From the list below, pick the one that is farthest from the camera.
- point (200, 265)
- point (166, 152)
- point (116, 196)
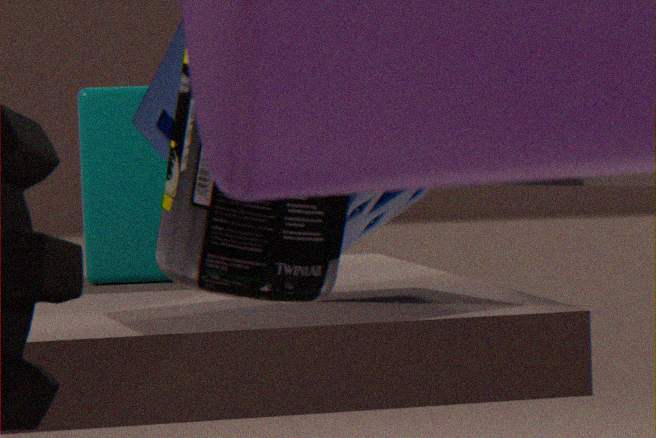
point (116, 196)
